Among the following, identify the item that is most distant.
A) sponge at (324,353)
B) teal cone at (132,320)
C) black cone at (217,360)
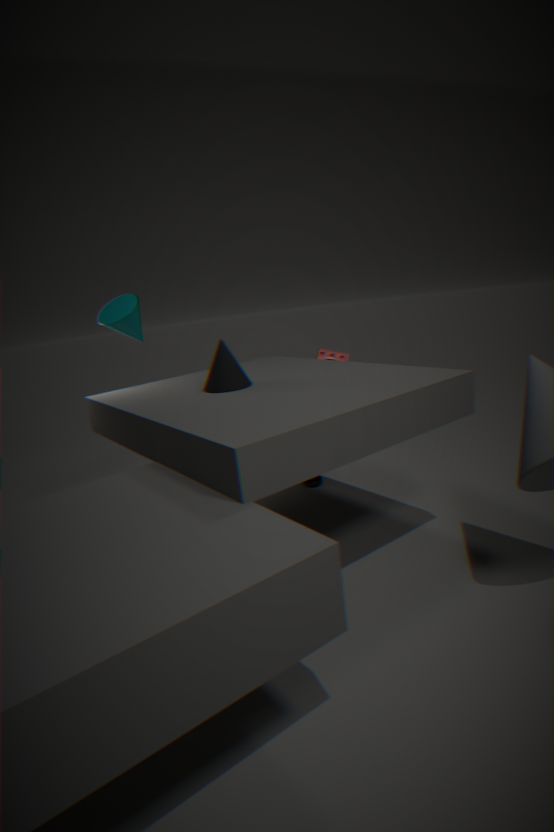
sponge at (324,353)
